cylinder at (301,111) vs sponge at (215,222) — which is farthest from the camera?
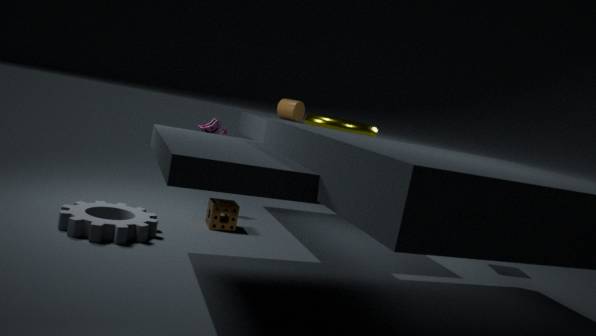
cylinder at (301,111)
